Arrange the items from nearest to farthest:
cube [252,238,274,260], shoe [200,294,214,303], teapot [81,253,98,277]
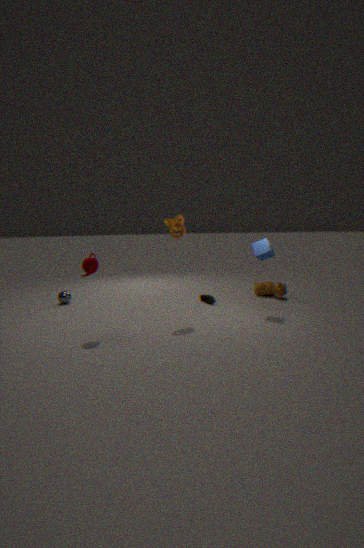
teapot [81,253,98,277] < cube [252,238,274,260] < shoe [200,294,214,303]
